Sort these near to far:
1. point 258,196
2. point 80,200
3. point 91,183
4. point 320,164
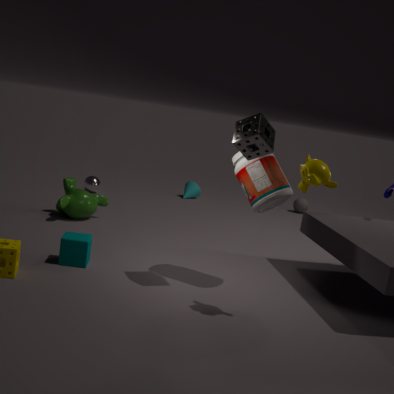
1. point 320,164
2. point 258,196
3. point 80,200
4. point 91,183
